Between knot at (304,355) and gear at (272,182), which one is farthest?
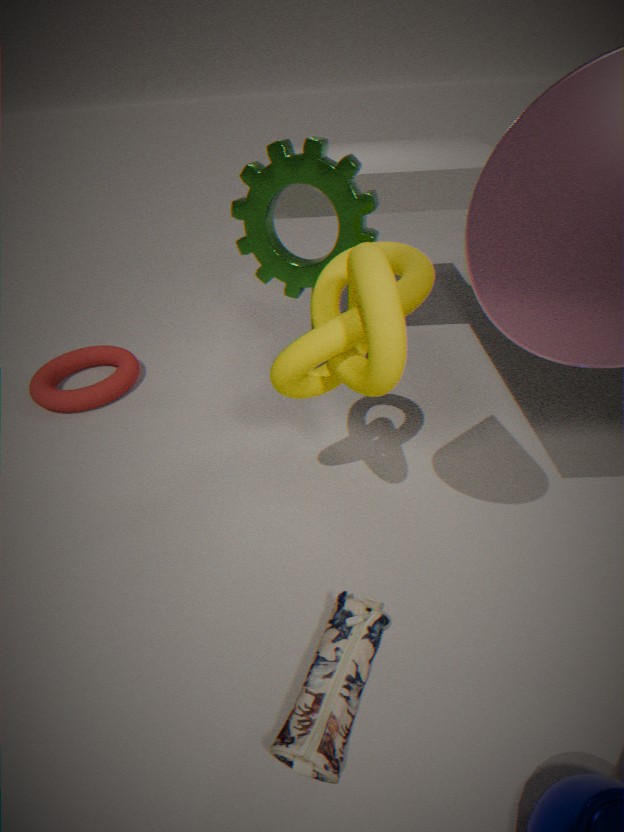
gear at (272,182)
